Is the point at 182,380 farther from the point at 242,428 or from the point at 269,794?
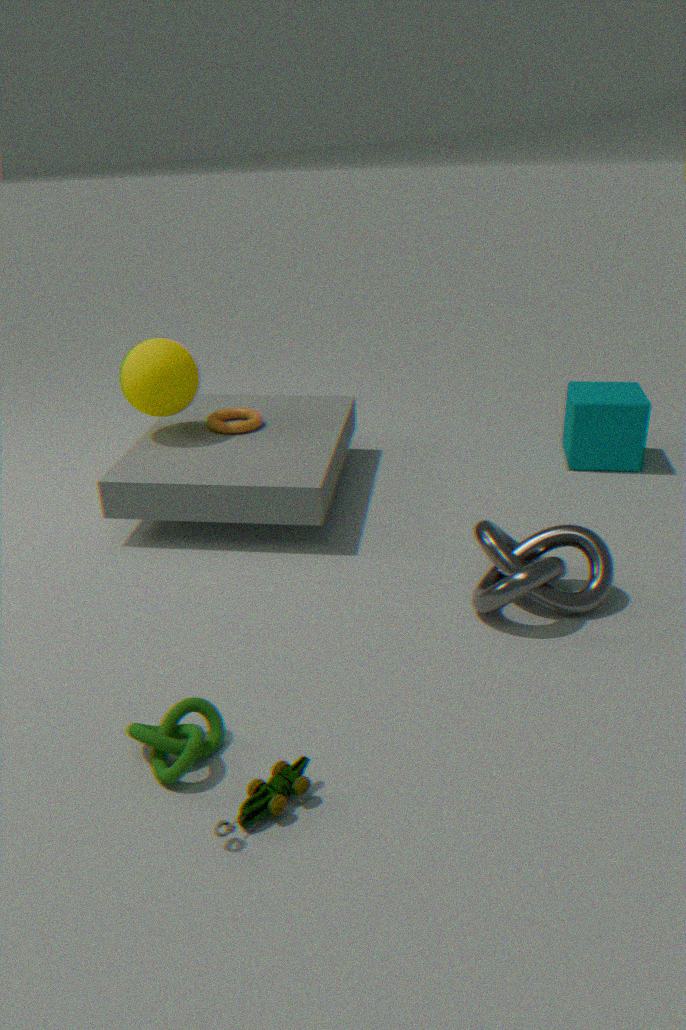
the point at 269,794
